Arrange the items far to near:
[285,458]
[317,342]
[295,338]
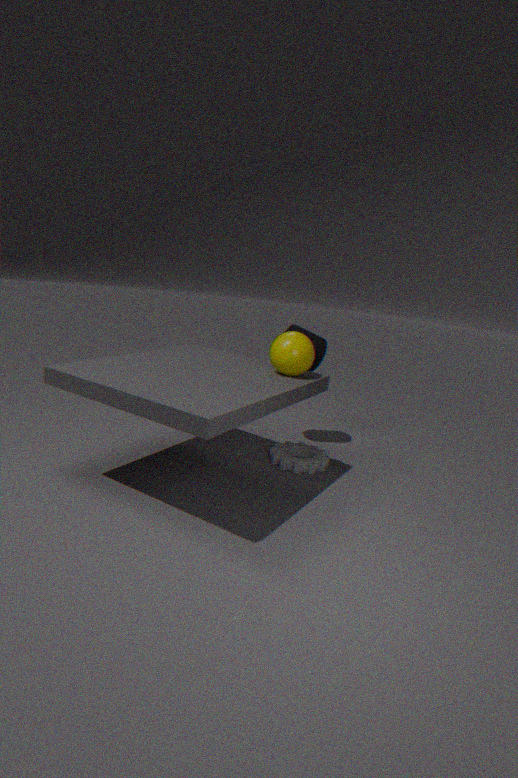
[317,342], [285,458], [295,338]
